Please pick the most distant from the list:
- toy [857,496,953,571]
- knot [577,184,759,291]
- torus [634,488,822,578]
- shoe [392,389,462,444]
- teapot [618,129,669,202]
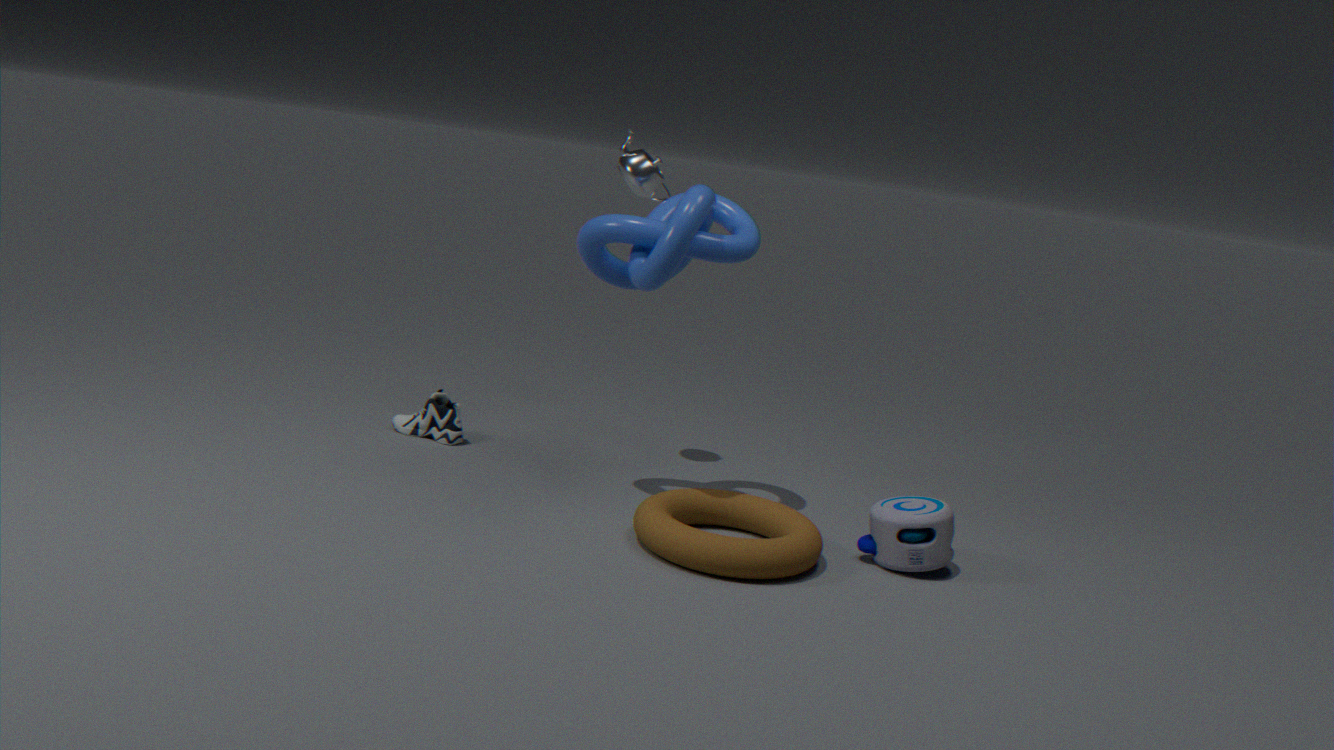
shoe [392,389,462,444]
